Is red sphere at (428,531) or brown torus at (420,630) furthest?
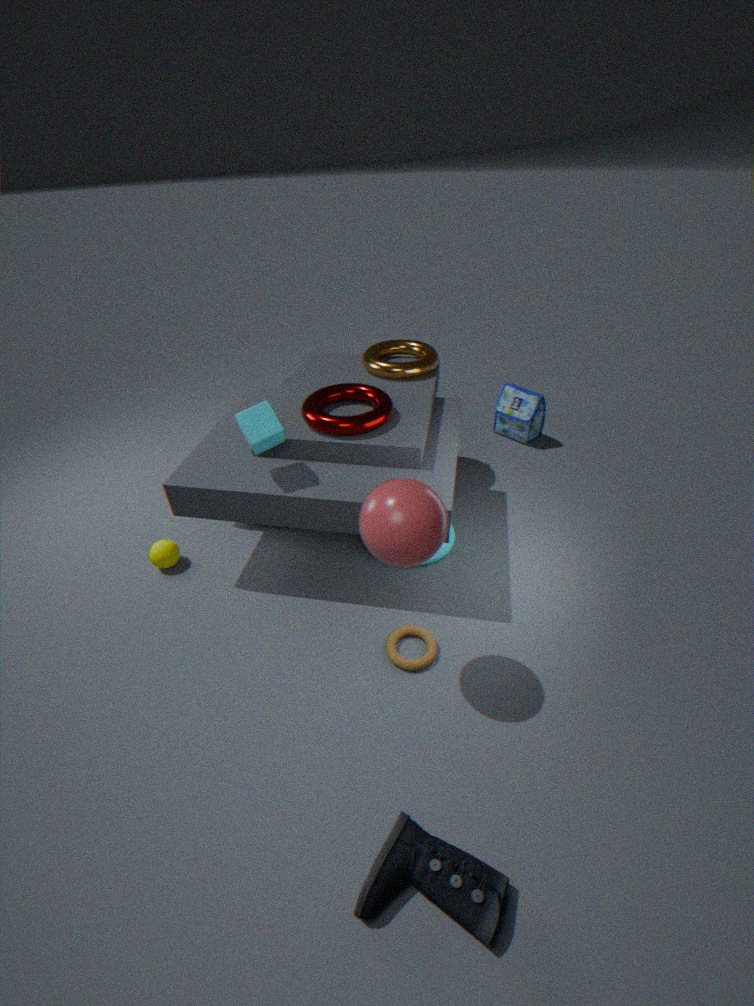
brown torus at (420,630)
